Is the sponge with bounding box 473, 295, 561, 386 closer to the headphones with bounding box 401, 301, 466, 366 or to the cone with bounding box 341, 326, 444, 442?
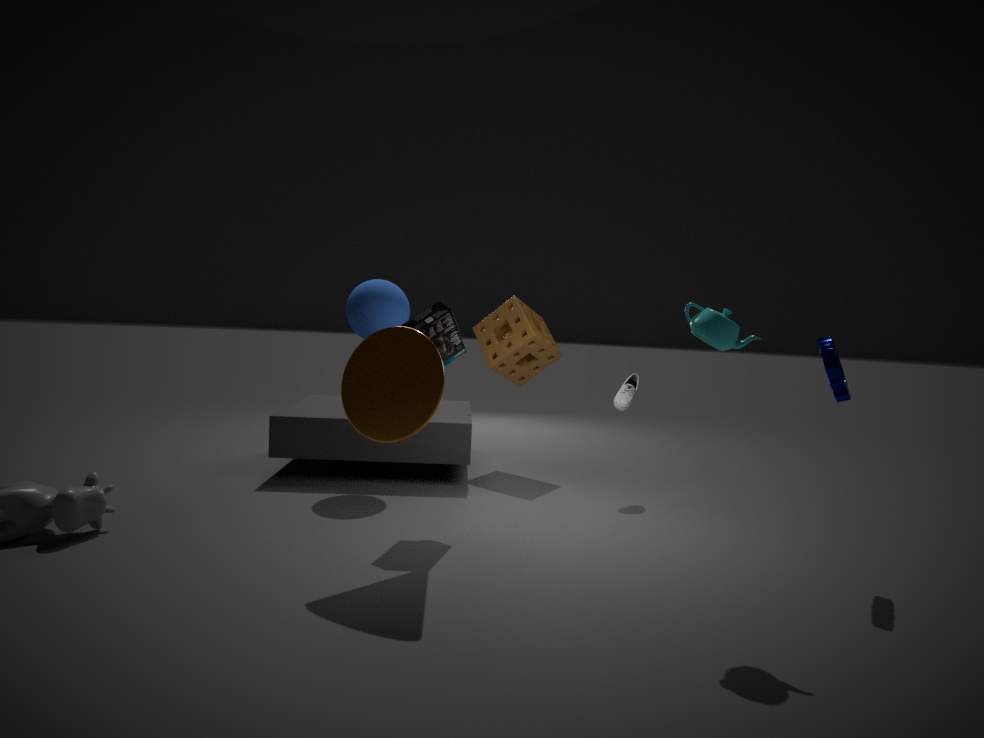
the headphones with bounding box 401, 301, 466, 366
